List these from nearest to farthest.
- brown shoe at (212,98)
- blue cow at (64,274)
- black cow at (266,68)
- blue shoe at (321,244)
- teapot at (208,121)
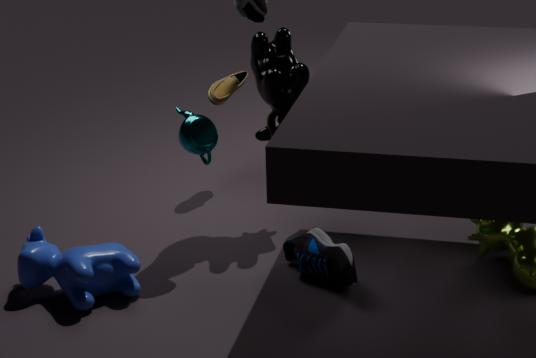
blue cow at (64,274)
blue shoe at (321,244)
teapot at (208,121)
black cow at (266,68)
brown shoe at (212,98)
